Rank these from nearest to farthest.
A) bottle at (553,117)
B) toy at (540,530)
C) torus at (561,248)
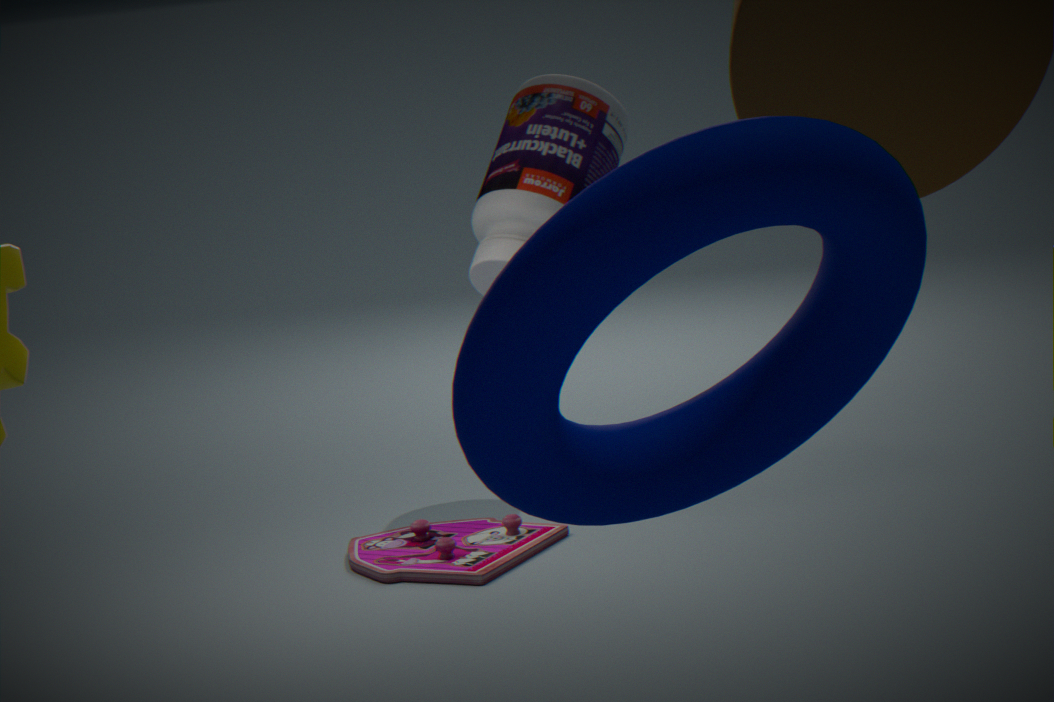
torus at (561,248), toy at (540,530), bottle at (553,117)
